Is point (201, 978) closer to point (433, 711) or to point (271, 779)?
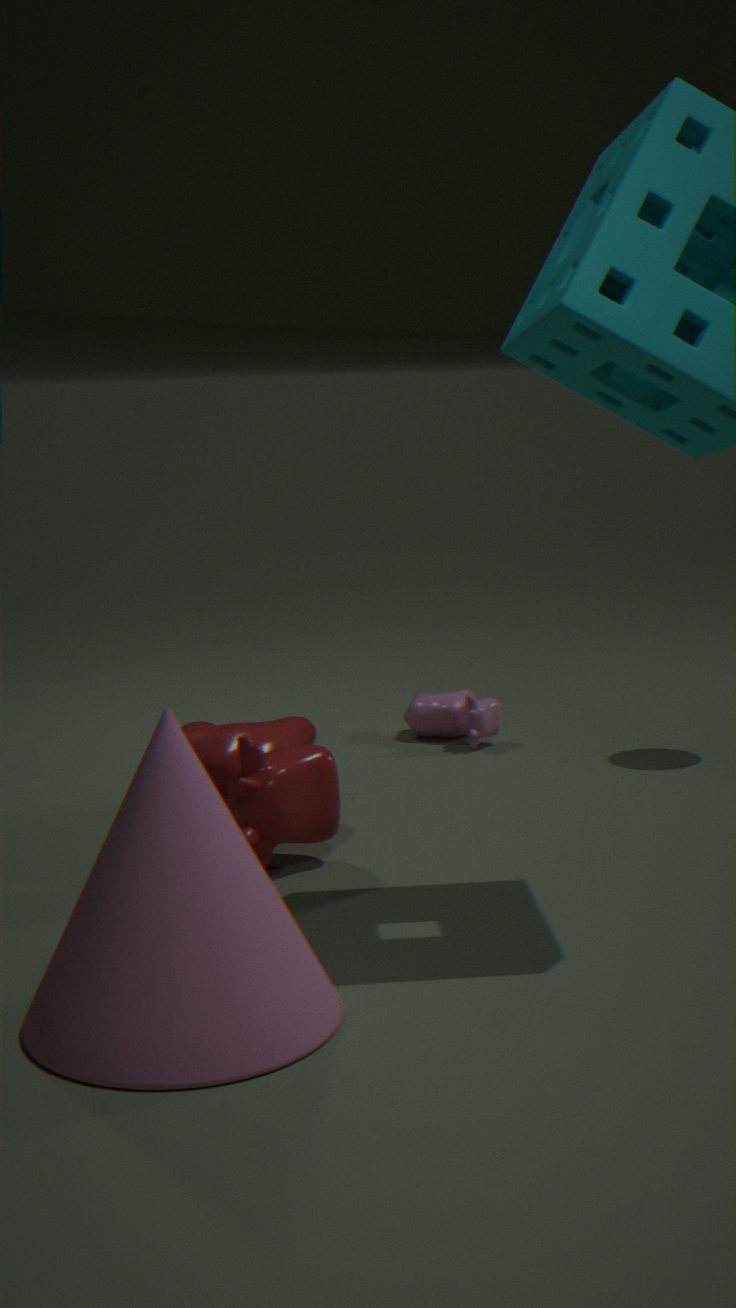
point (271, 779)
